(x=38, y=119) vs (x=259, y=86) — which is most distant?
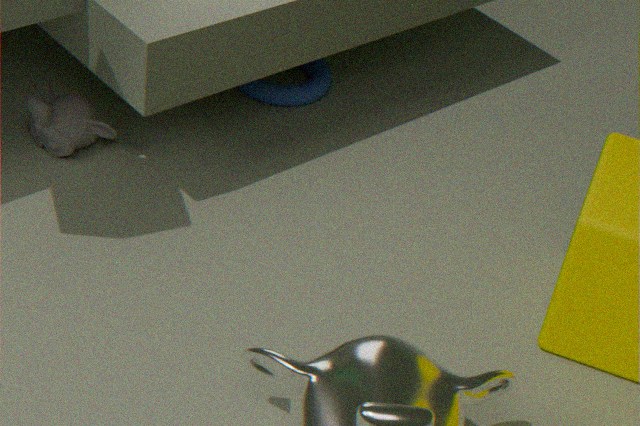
(x=259, y=86)
